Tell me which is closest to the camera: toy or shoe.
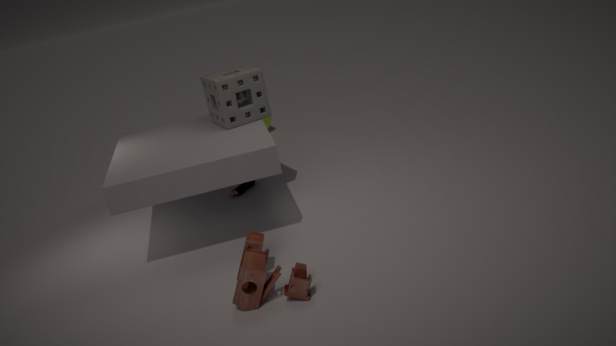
toy
